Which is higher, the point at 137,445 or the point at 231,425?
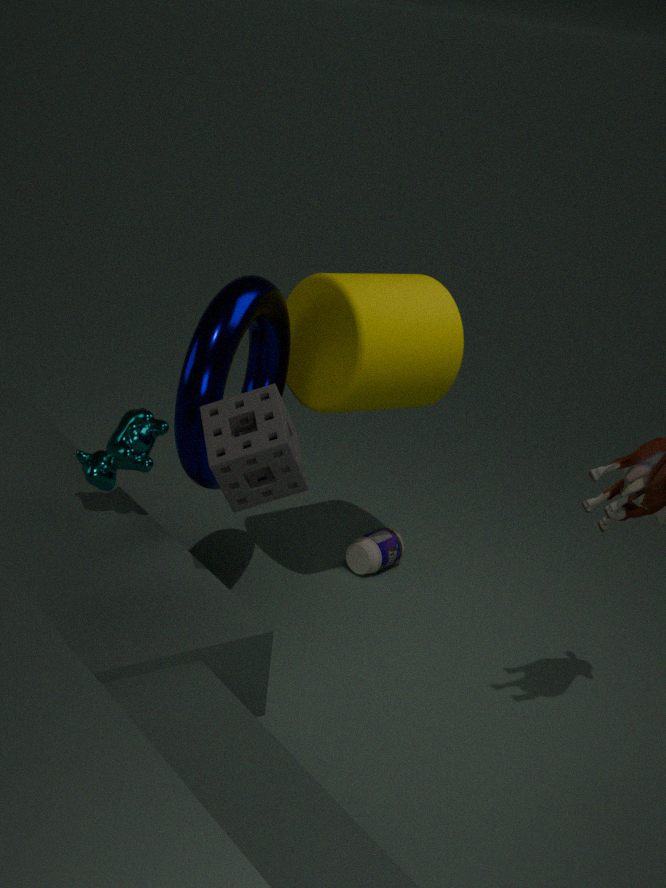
the point at 231,425
